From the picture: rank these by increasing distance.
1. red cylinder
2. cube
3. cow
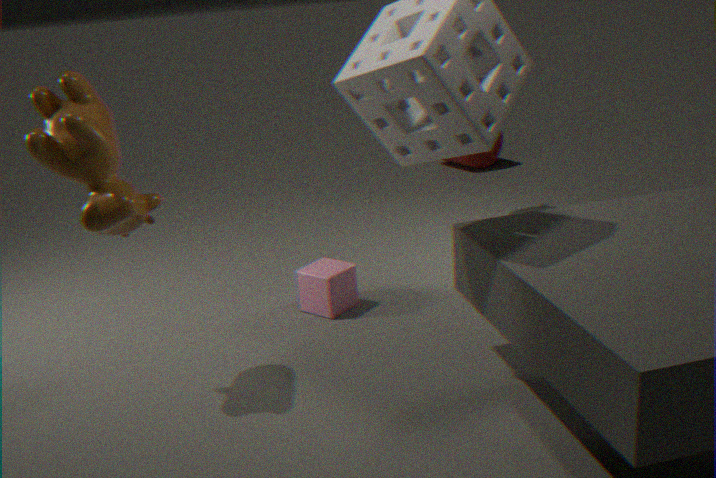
cow
cube
red cylinder
